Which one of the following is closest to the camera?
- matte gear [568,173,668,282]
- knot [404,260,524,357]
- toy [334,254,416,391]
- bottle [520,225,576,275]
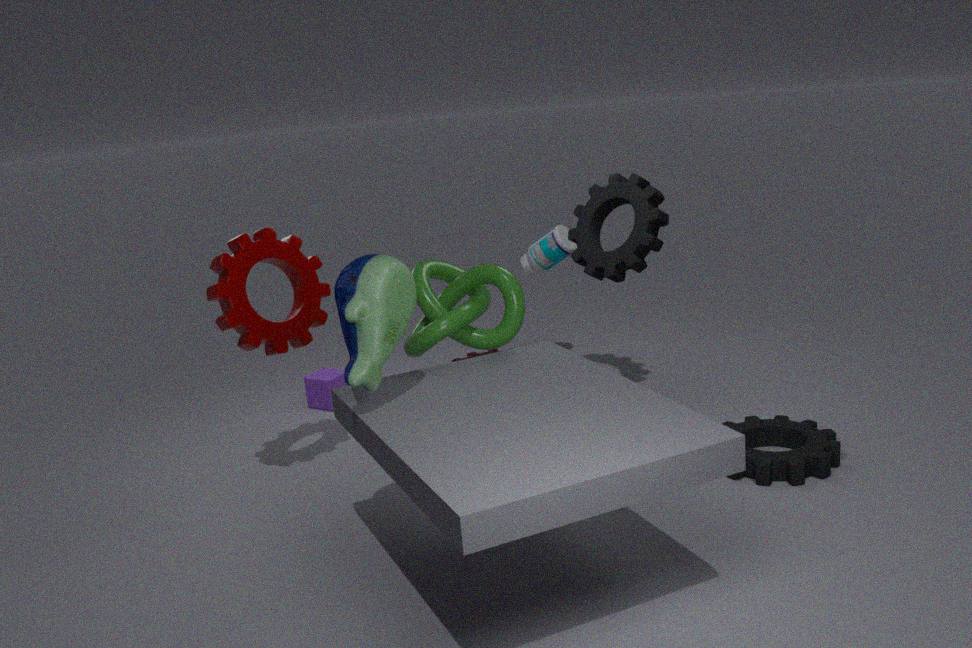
toy [334,254,416,391]
